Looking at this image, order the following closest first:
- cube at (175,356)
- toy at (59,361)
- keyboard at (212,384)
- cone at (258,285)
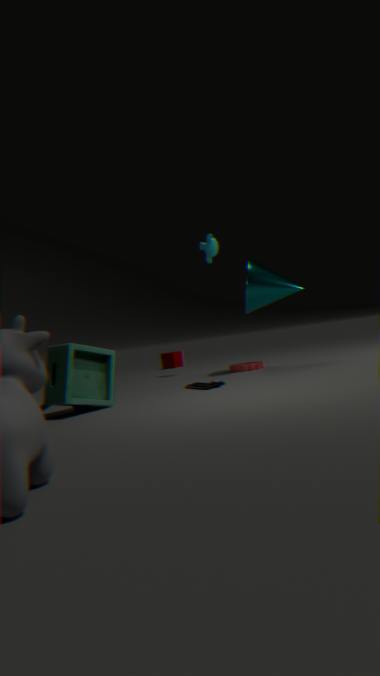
1. toy at (59,361)
2. keyboard at (212,384)
3. cone at (258,285)
4. cube at (175,356)
